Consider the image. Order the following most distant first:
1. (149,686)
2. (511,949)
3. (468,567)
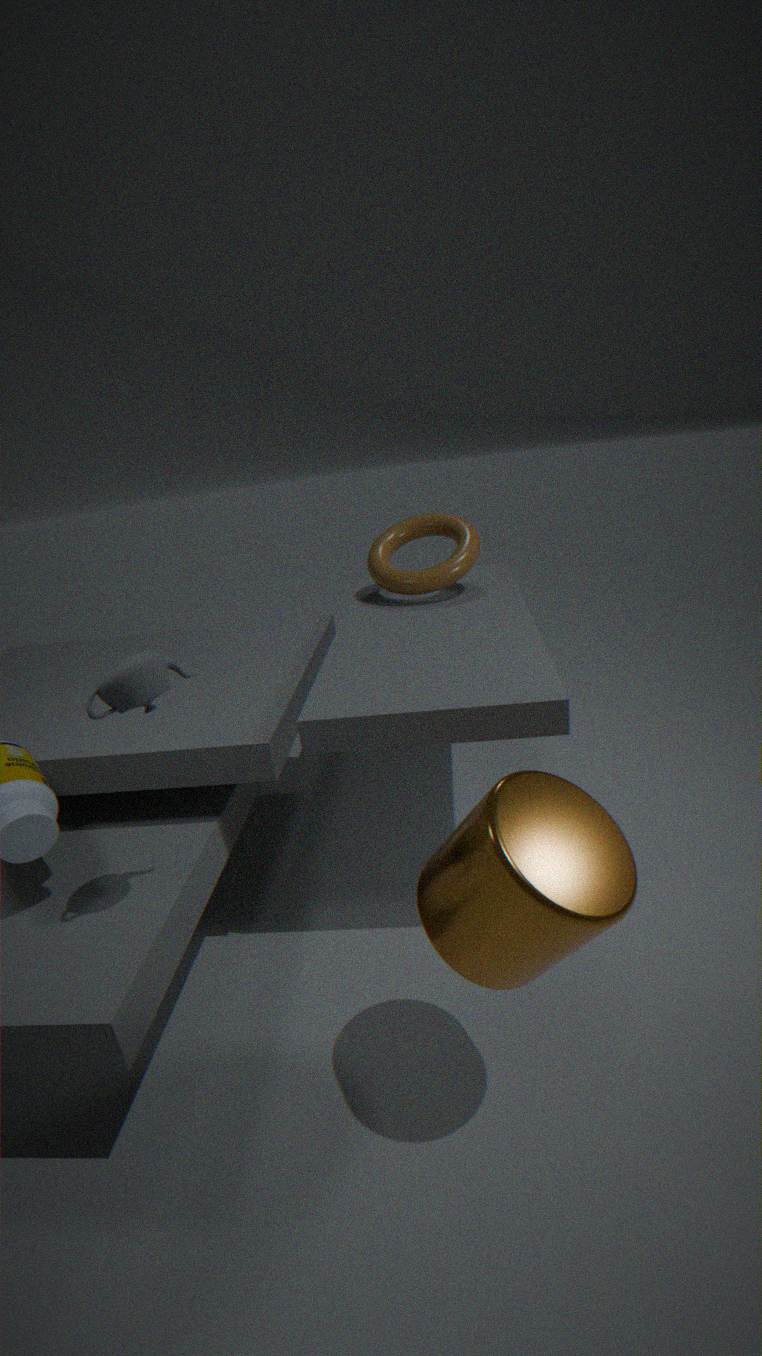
1. (468,567)
2. (149,686)
3. (511,949)
